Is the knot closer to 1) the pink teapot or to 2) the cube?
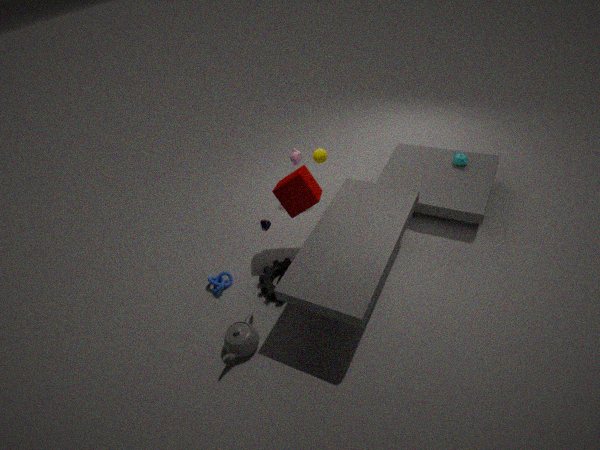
2) the cube
